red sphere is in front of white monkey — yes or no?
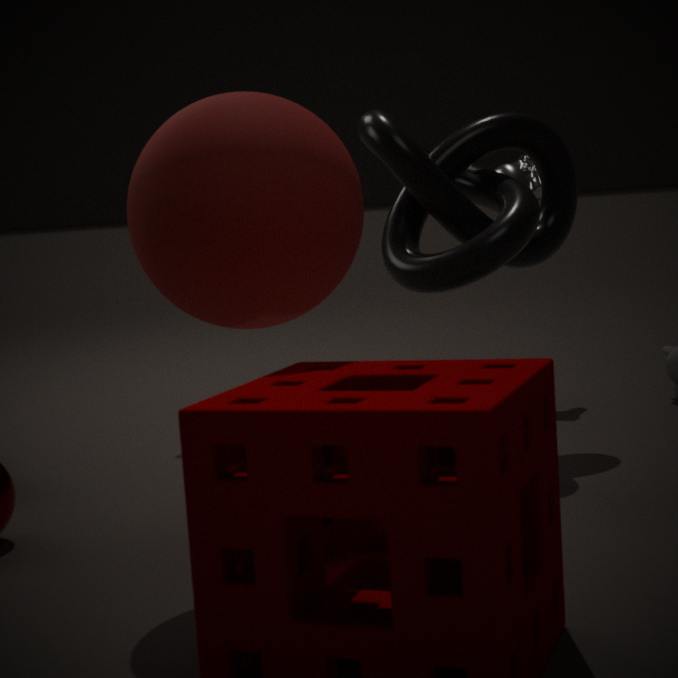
Yes
